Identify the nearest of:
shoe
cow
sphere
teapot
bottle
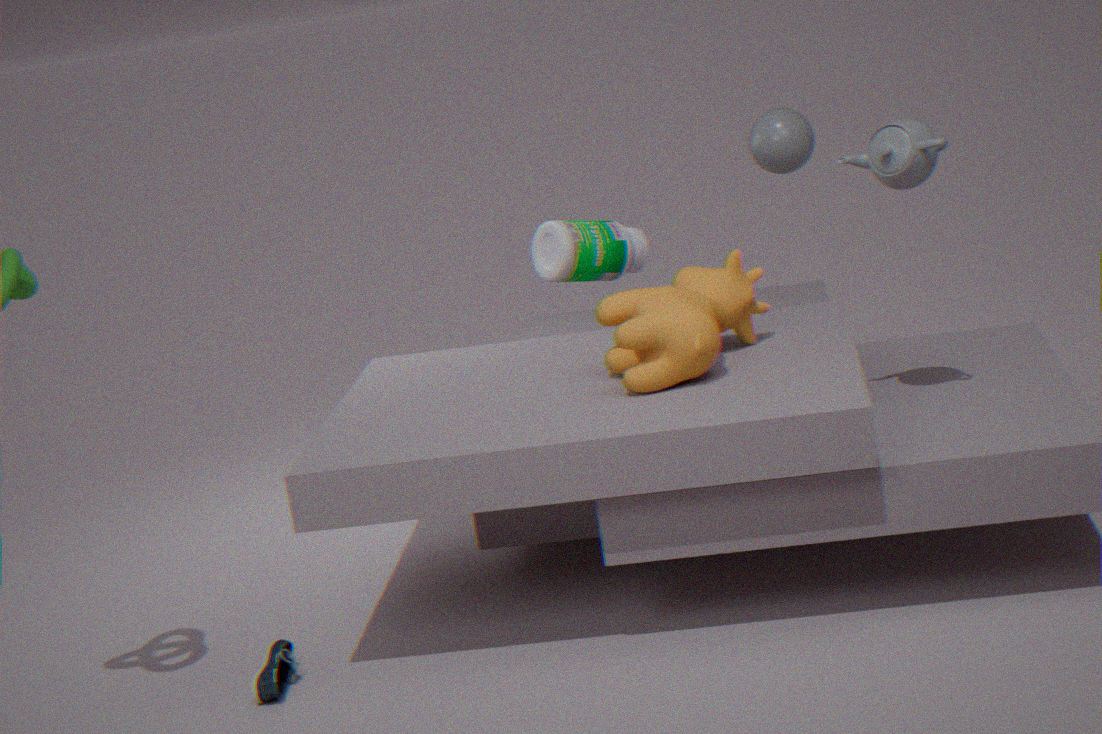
shoe
